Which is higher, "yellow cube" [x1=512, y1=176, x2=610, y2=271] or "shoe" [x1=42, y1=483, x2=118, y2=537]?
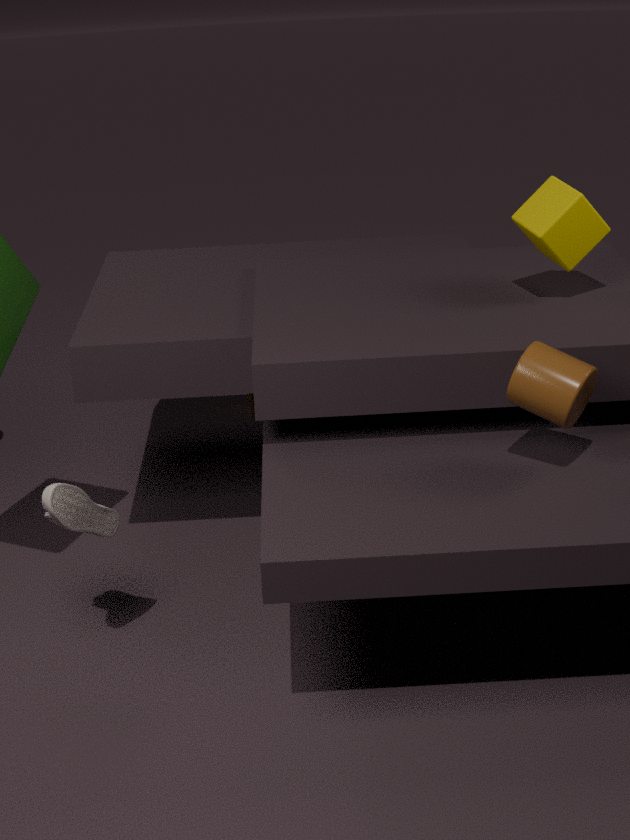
"yellow cube" [x1=512, y1=176, x2=610, y2=271]
